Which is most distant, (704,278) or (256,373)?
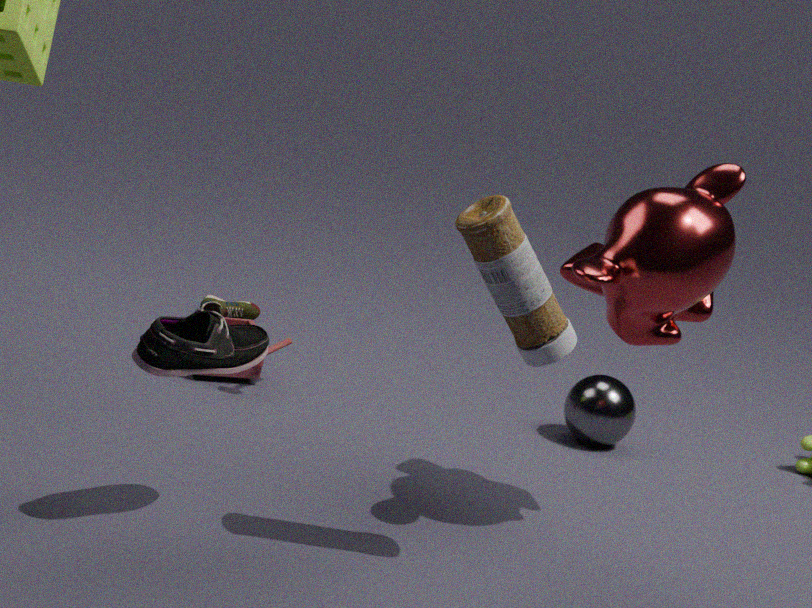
(256,373)
